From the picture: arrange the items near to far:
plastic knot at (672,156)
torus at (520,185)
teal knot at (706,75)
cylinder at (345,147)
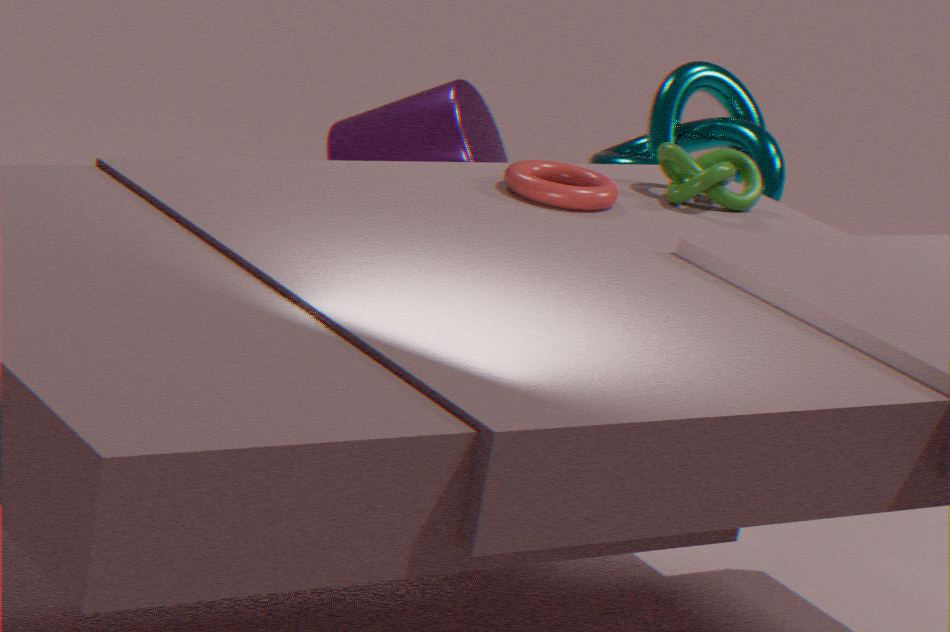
torus at (520,185) → plastic knot at (672,156) → cylinder at (345,147) → teal knot at (706,75)
